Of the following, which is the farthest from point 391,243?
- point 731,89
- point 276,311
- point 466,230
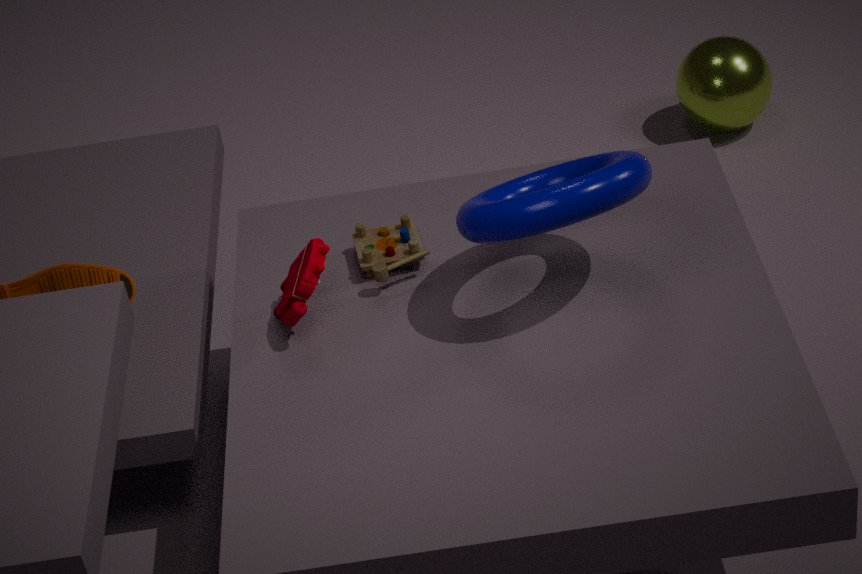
point 731,89
